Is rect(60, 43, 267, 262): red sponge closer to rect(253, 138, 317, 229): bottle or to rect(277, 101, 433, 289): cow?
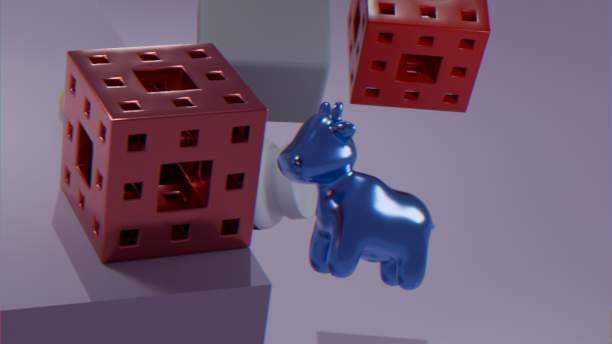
rect(277, 101, 433, 289): cow
